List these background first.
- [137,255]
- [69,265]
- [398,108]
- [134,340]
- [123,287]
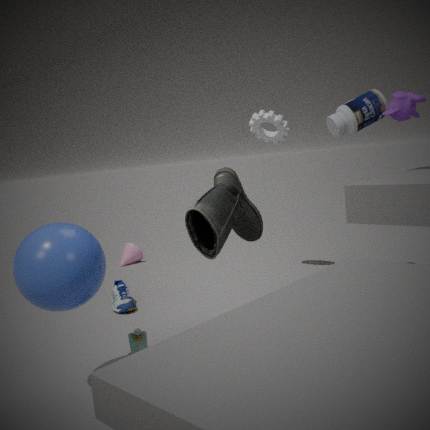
[137,255], [123,287], [398,108], [134,340], [69,265]
